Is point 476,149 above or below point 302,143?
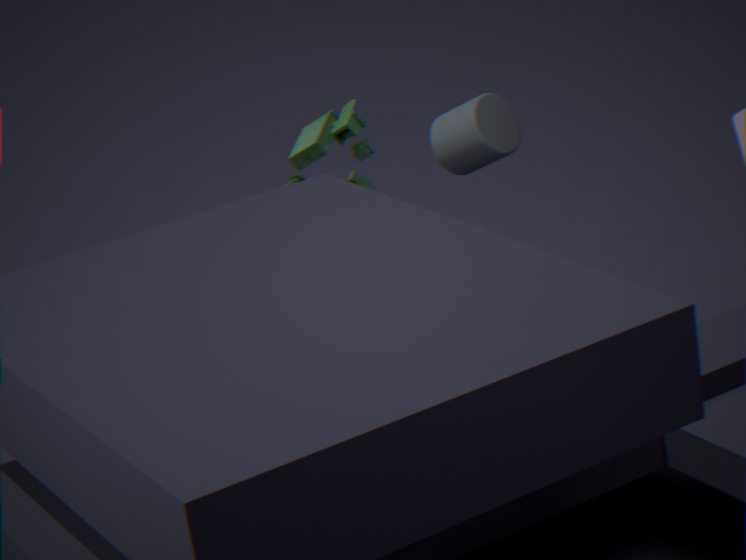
above
